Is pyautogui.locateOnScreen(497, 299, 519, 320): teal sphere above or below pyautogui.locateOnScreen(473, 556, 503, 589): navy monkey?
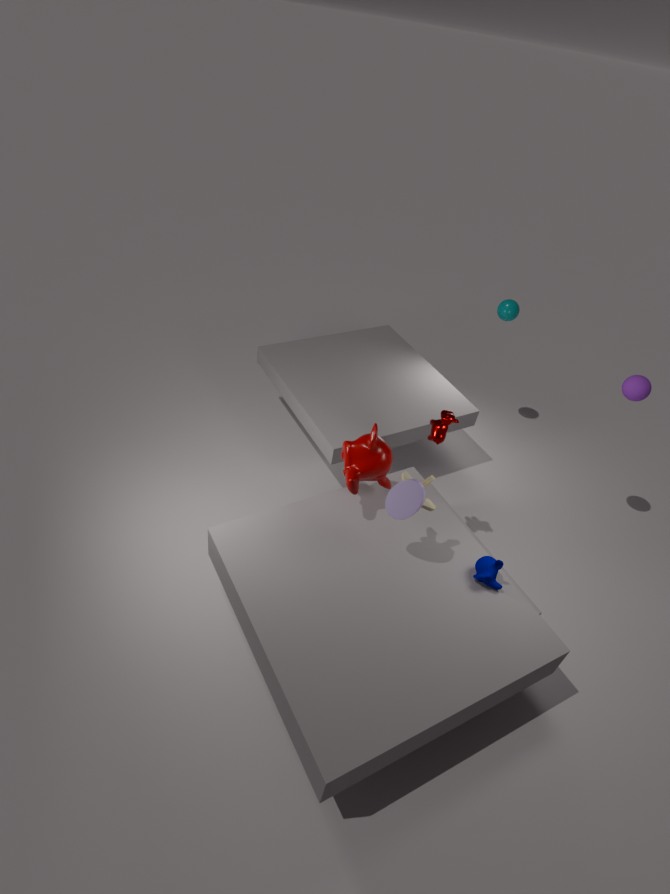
above
